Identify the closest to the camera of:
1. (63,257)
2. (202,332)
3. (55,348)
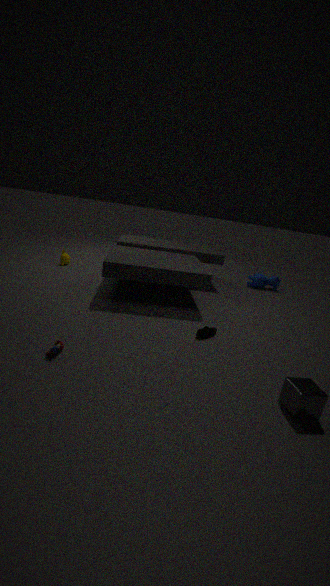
(55,348)
